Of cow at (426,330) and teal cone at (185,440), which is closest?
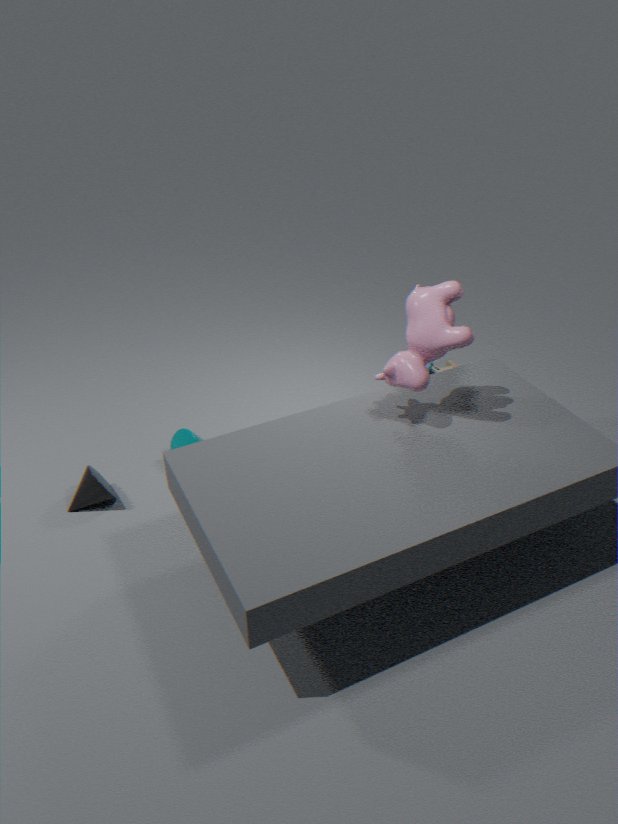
cow at (426,330)
